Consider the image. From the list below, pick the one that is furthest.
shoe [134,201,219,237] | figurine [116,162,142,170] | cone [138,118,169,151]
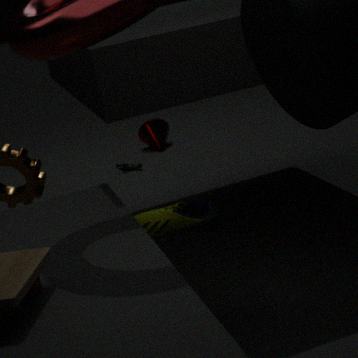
cone [138,118,169,151]
